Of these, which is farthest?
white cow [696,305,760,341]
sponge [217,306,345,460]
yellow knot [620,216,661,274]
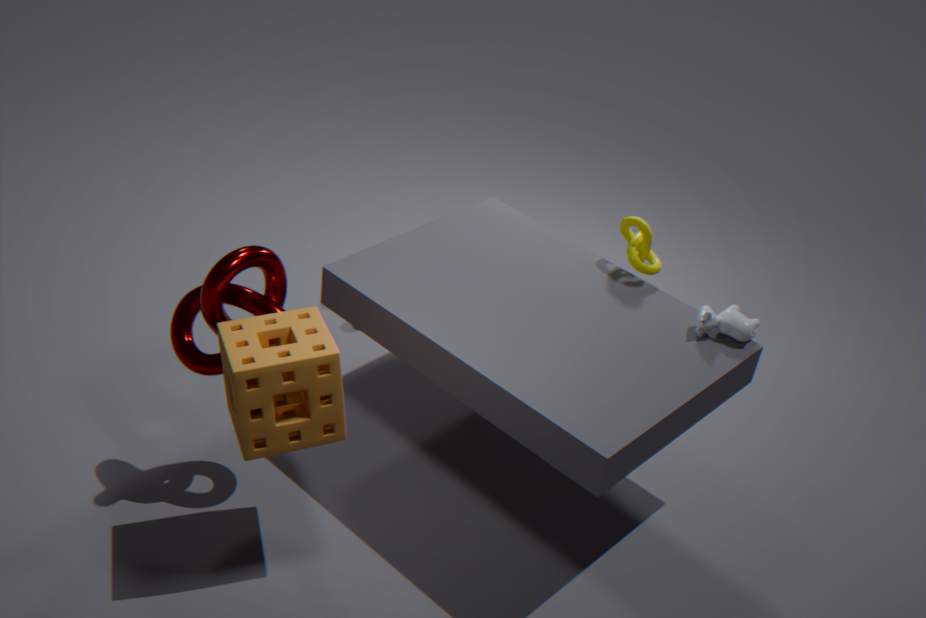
yellow knot [620,216,661,274]
